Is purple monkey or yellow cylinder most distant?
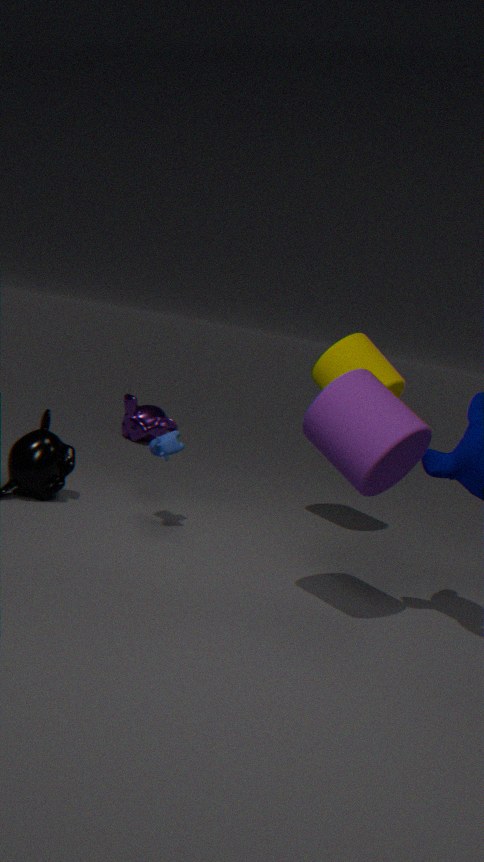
purple monkey
